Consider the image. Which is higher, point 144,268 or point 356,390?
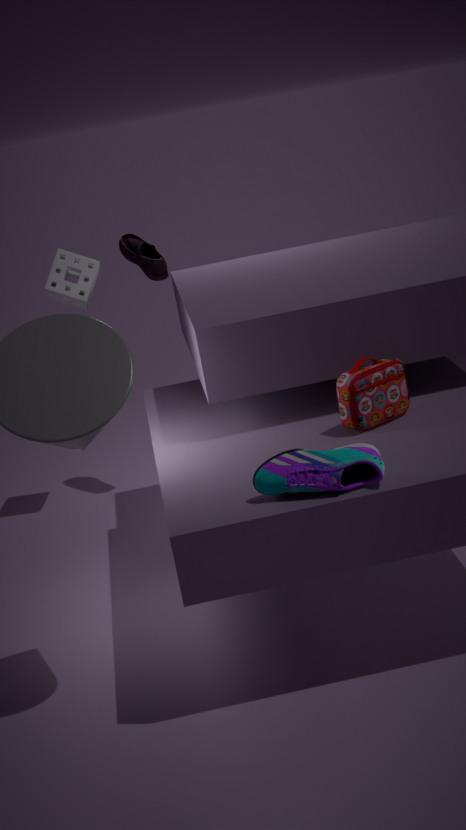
point 144,268
